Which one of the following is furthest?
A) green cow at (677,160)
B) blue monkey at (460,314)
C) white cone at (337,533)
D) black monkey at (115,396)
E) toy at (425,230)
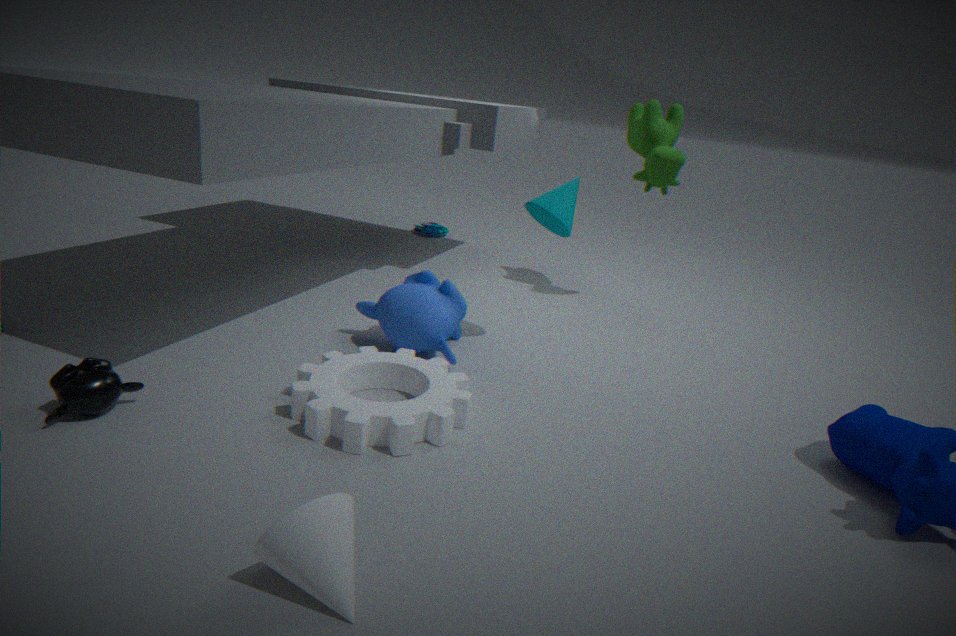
toy at (425,230)
